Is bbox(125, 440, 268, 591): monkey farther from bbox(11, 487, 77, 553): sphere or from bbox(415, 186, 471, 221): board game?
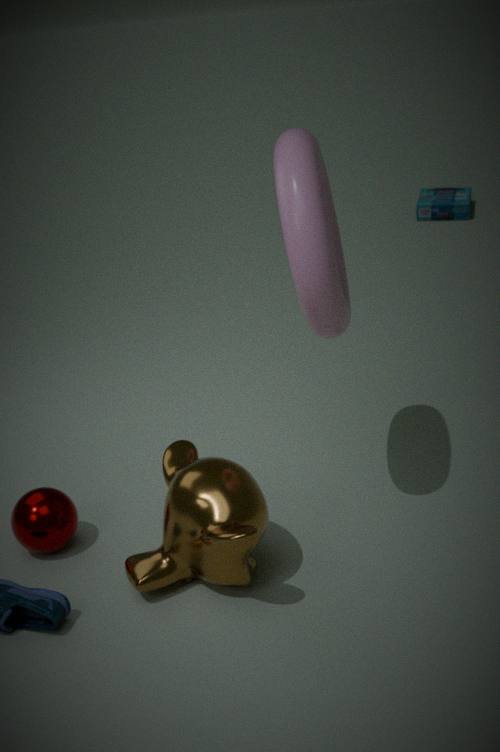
bbox(415, 186, 471, 221): board game
